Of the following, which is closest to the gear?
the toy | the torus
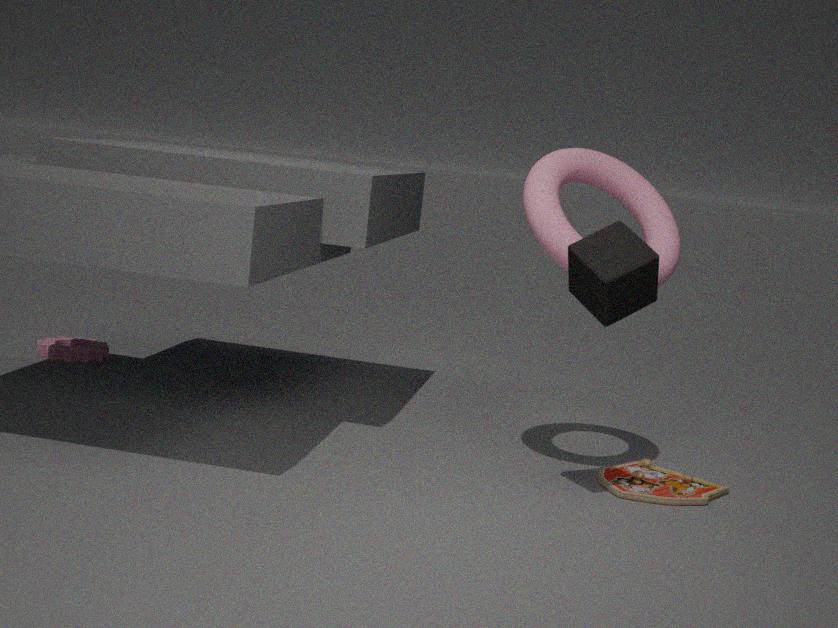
the torus
